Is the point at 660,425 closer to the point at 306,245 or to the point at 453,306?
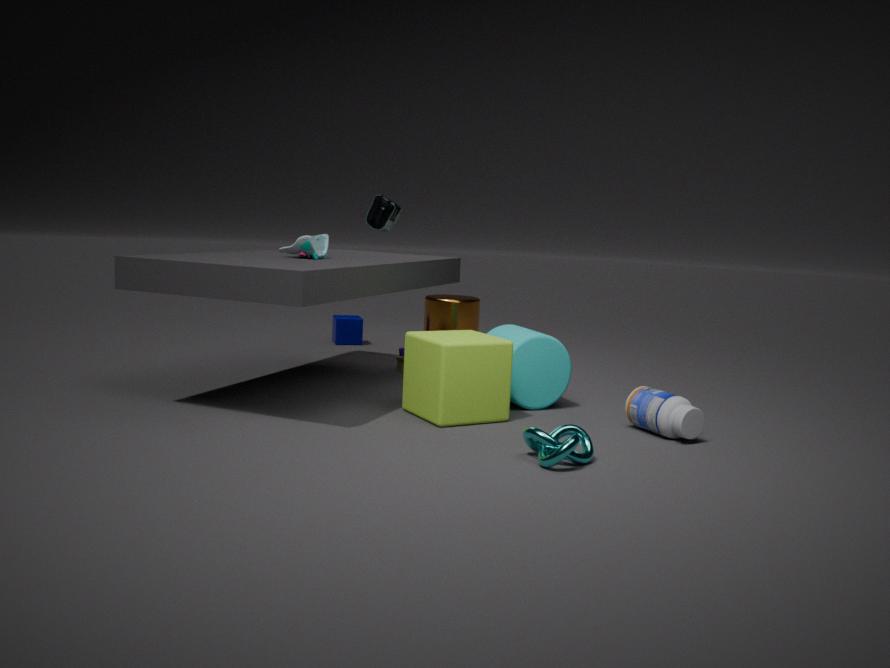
the point at 306,245
